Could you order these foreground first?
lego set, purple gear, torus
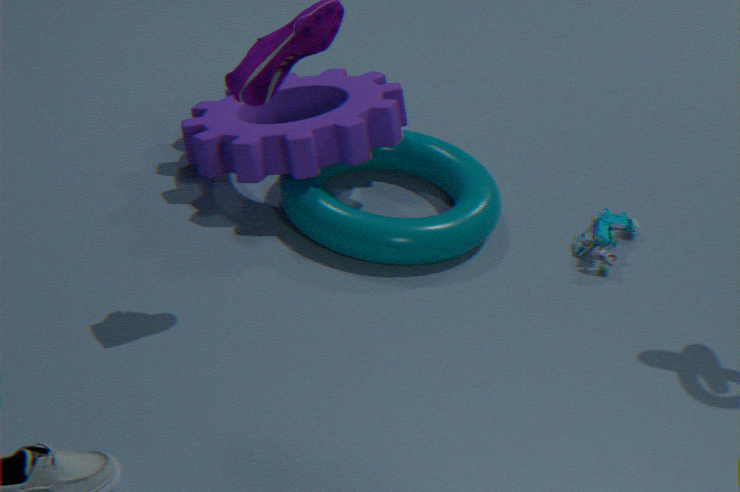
torus < purple gear < lego set
